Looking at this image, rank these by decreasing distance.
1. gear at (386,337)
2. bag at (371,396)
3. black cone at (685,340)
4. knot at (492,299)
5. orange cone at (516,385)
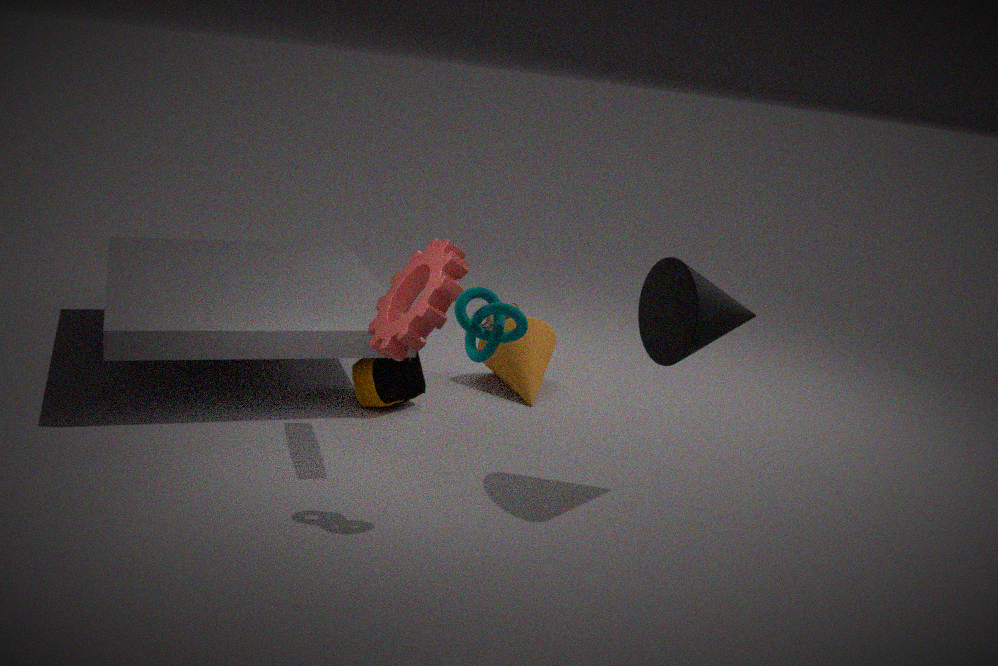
orange cone at (516,385), bag at (371,396), gear at (386,337), black cone at (685,340), knot at (492,299)
